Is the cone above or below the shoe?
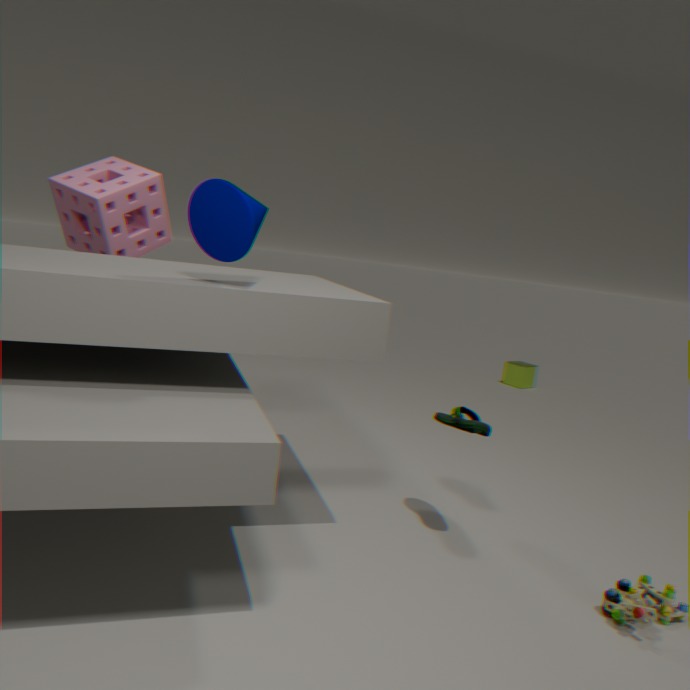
above
